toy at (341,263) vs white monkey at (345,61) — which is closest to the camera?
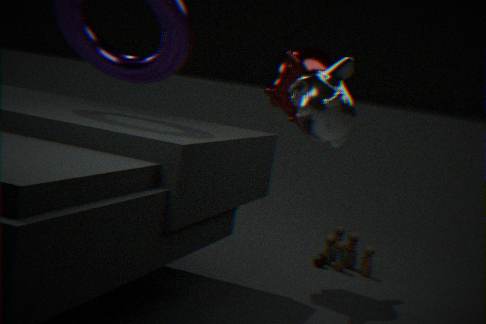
white monkey at (345,61)
